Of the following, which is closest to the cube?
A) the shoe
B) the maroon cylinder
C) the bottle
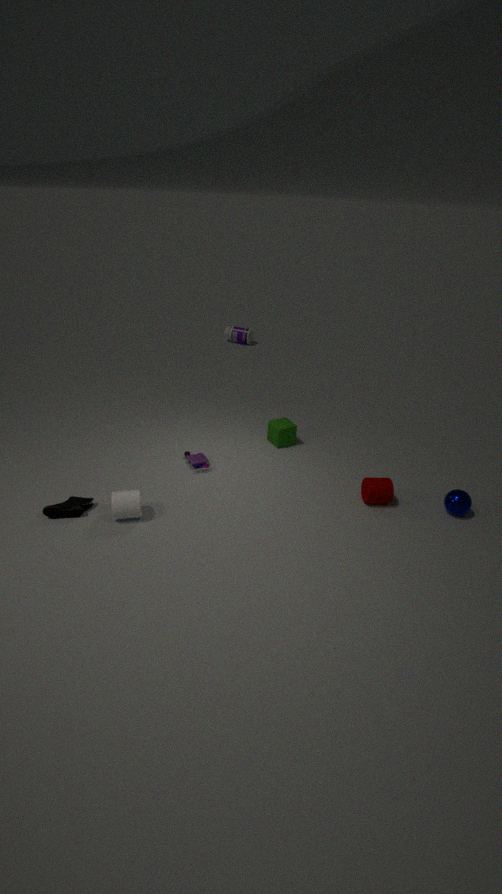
the maroon cylinder
